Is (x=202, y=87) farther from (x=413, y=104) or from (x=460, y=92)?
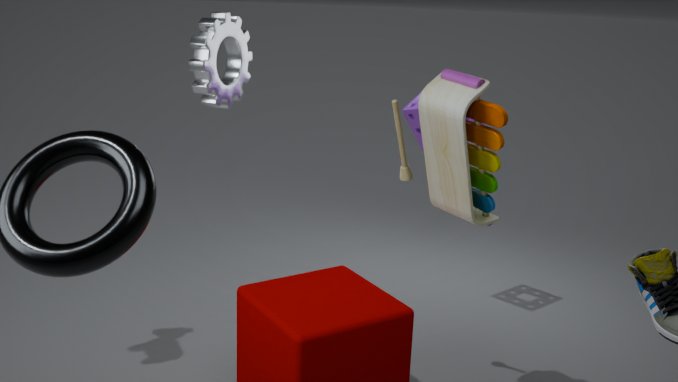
(x=413, y=104)
